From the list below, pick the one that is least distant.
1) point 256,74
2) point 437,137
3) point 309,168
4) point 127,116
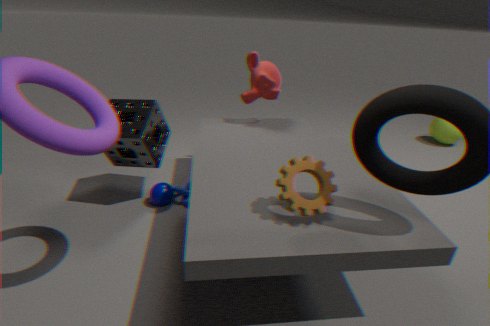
3. point 309,168
